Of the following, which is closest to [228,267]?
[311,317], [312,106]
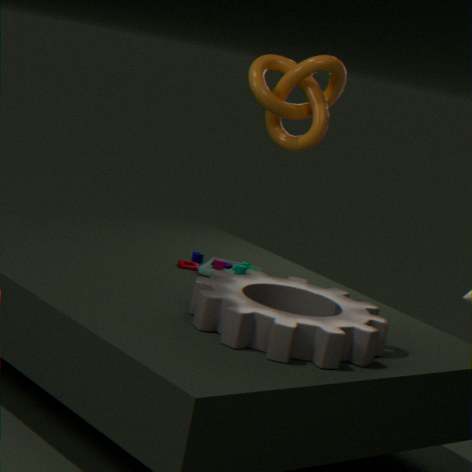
[311,317]
